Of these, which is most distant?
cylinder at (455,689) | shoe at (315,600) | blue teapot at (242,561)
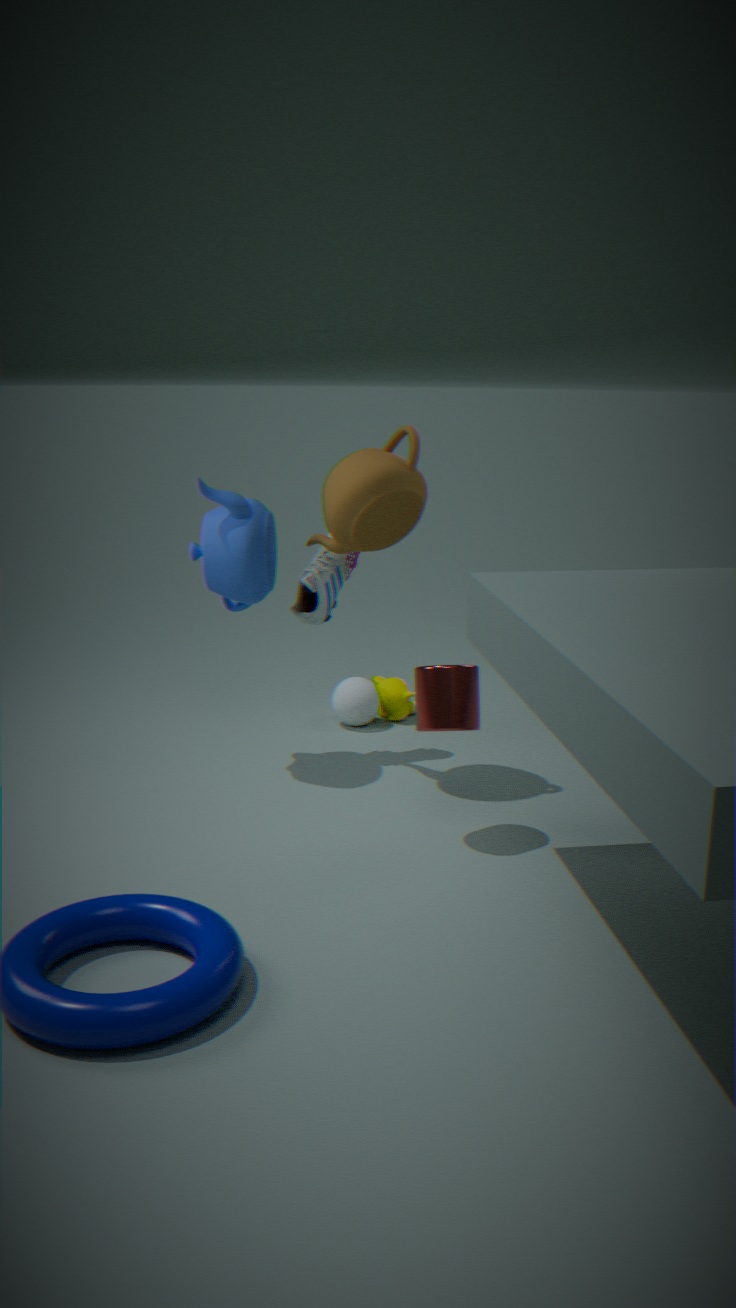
shoe at (315,600)
